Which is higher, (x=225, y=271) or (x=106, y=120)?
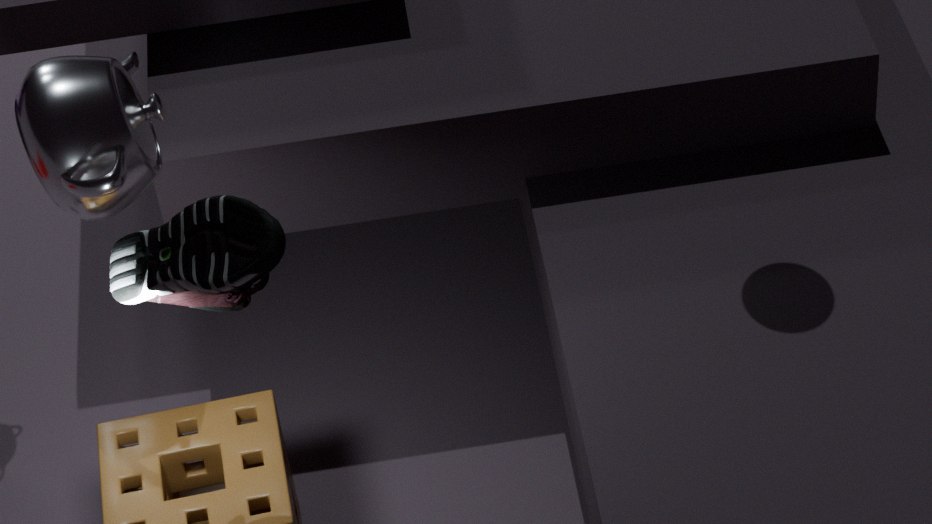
(x=225, y=271)
